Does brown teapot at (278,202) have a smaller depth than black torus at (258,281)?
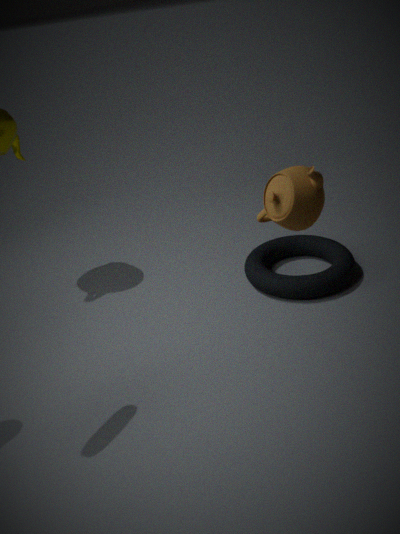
Yes
